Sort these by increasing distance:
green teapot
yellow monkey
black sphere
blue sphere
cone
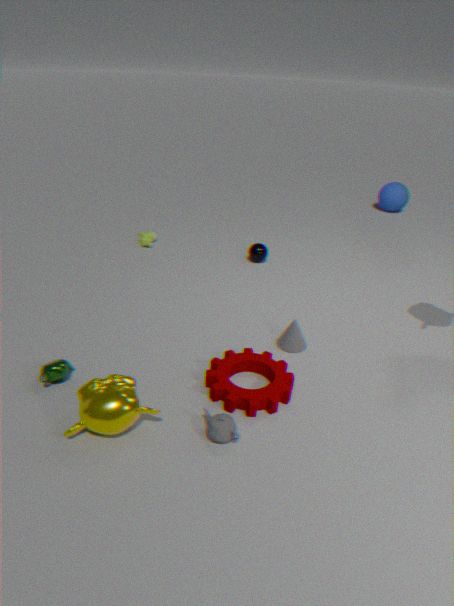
yellow monkey < green teapot < cone < black sphere < blue sphere
